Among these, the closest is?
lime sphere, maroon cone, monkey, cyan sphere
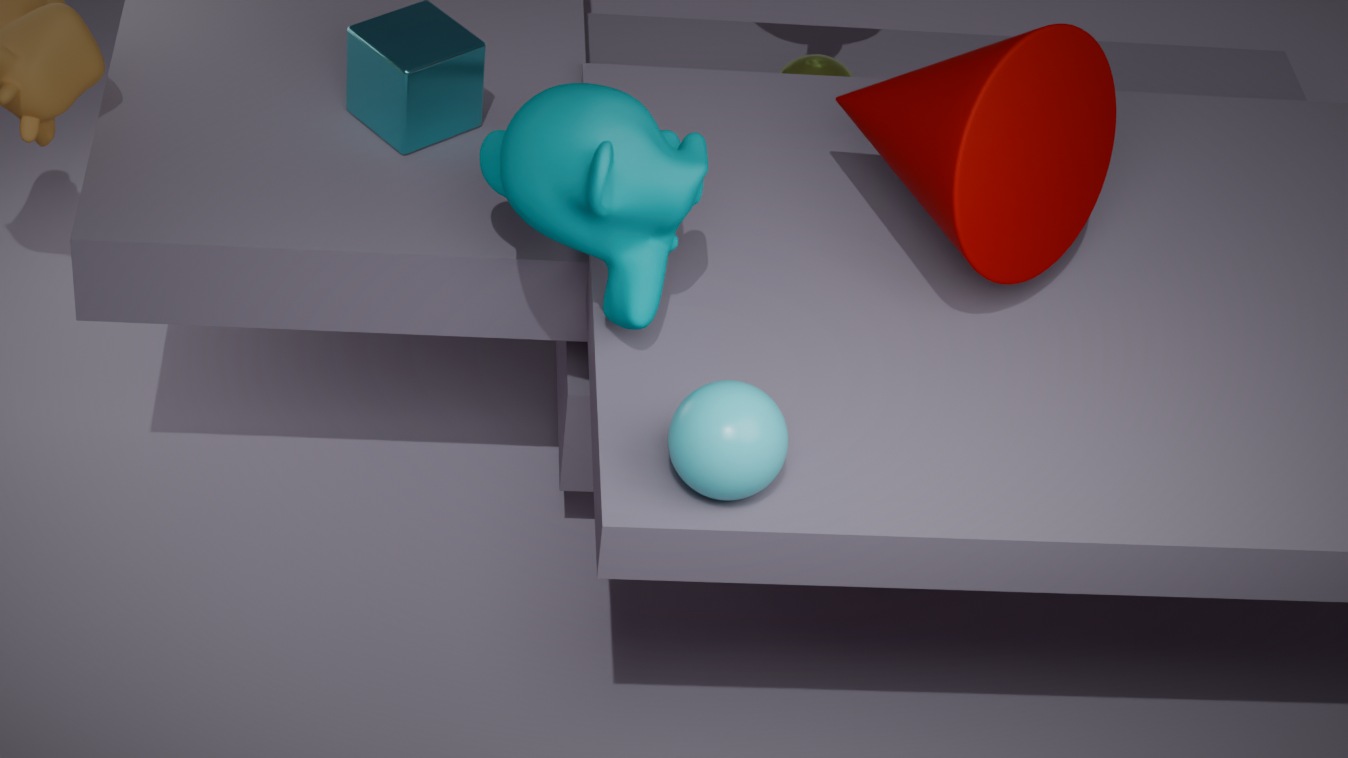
cyan sphere
